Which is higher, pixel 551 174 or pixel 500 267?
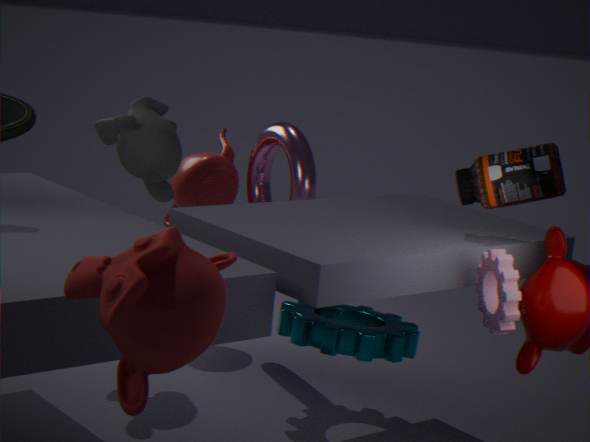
pixel 551 174
